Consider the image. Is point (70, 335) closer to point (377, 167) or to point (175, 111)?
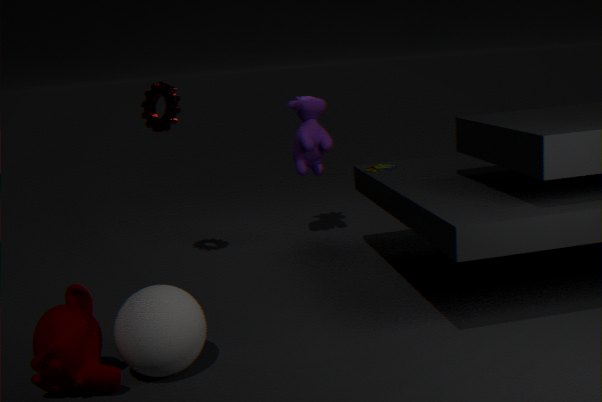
point (175, 111)
